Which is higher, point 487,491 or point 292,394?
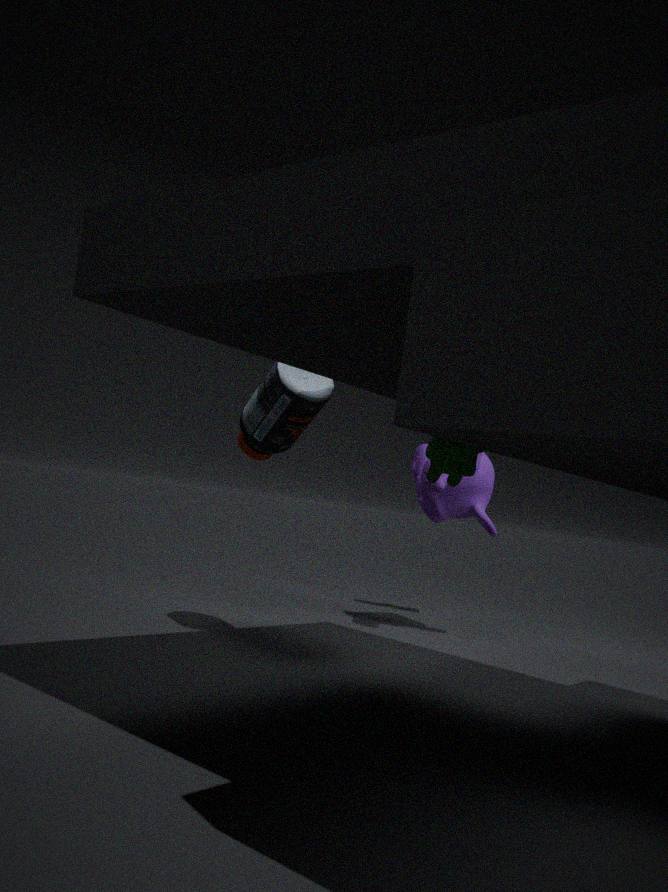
point 292,394
